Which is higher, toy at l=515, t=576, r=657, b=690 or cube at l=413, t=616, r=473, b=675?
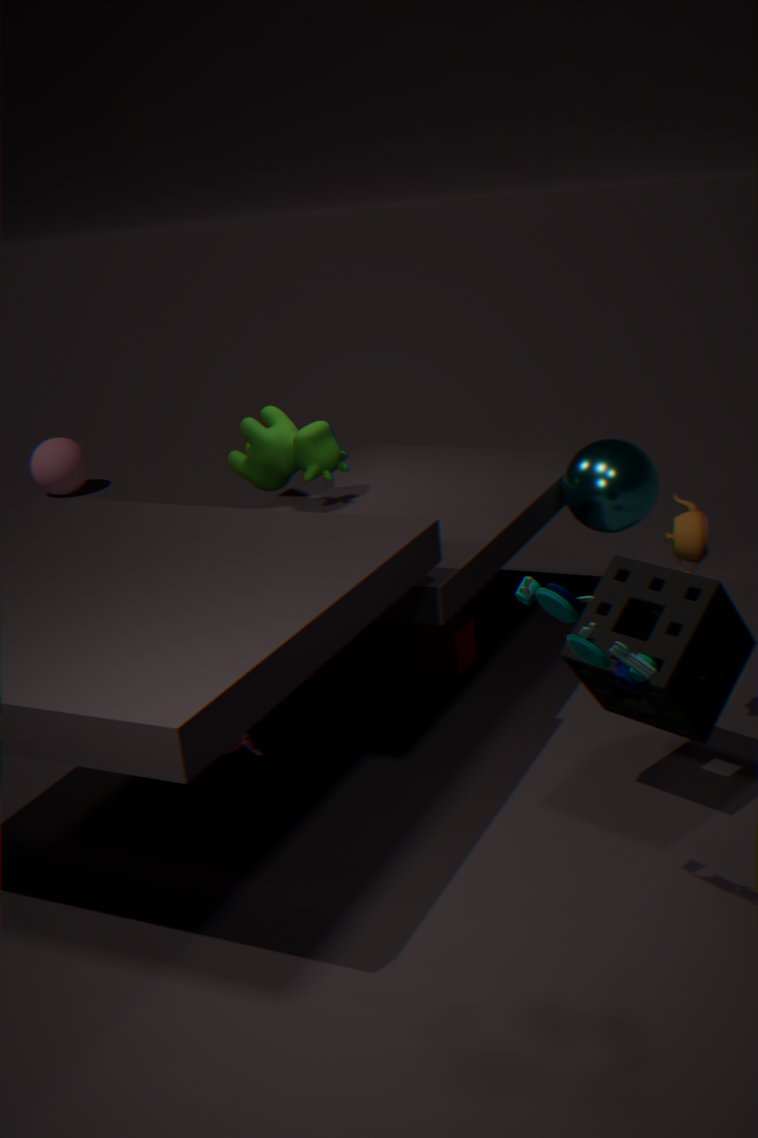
toy at l=515, t=576, r=657, b=690
